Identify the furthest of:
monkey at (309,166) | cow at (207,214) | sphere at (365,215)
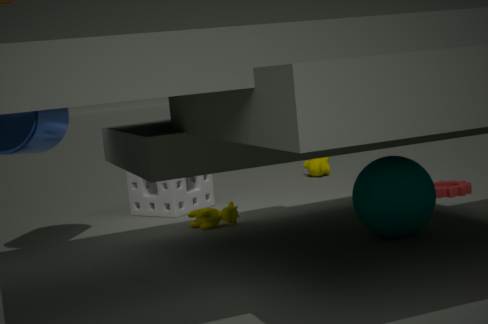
monkey at (309,166)
